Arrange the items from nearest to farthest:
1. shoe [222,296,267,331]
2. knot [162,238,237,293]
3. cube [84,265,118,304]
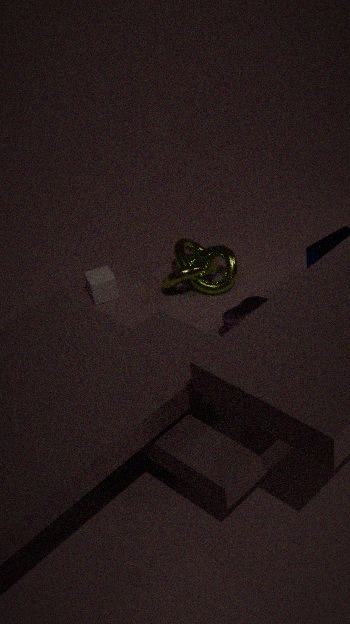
1. shoe [222,296,267,331]
2. knot [162,238,237,293]
3. cube [84,265,118,304]
